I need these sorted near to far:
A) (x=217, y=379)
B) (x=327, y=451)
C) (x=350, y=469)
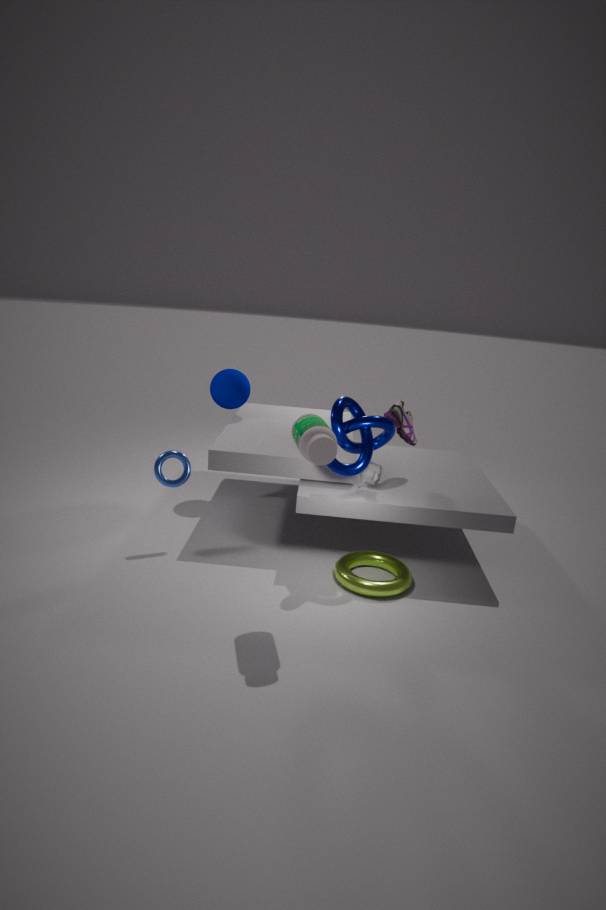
(x=327, y=451) → (x=350, y=469) → (x=217, y=379)
